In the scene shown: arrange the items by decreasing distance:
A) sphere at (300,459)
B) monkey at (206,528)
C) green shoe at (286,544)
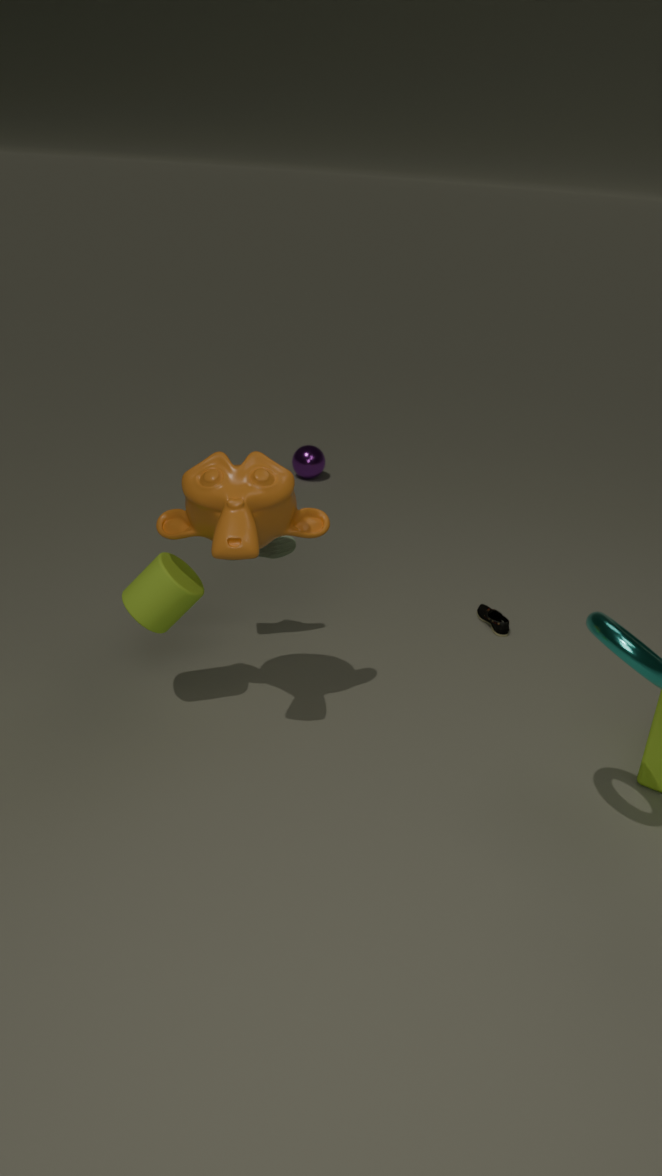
sphere at (300,459) < green shoe at (286,544) < monkey at (206,528)
